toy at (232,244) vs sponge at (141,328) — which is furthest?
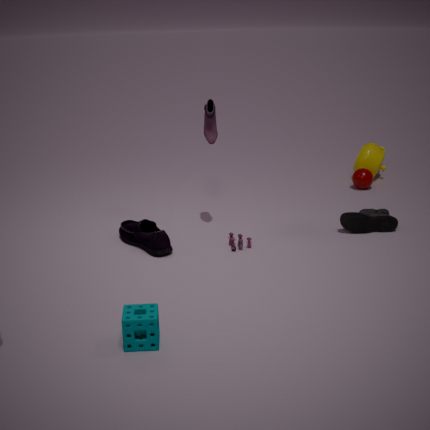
toy at (232,244)
